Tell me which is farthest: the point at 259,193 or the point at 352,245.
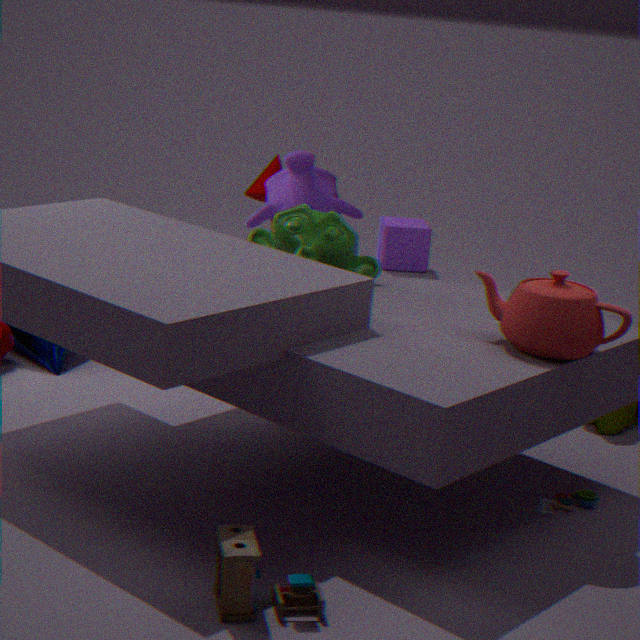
the point at 259,193
